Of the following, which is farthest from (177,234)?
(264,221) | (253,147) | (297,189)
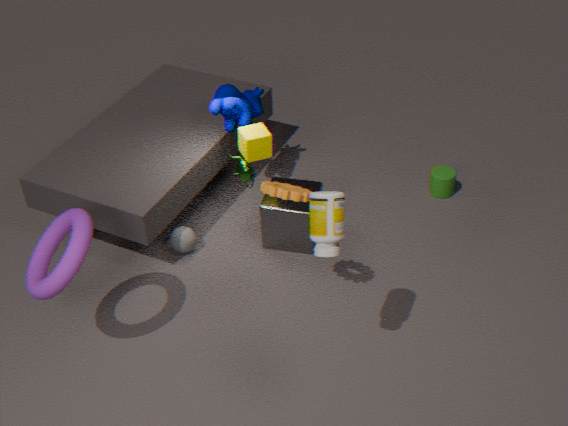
(297,189)
